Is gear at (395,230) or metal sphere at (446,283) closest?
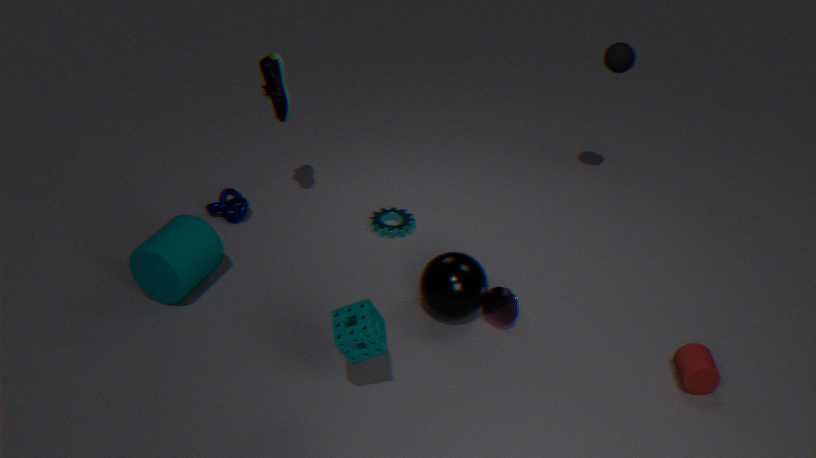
metal sphere at (446,283)
